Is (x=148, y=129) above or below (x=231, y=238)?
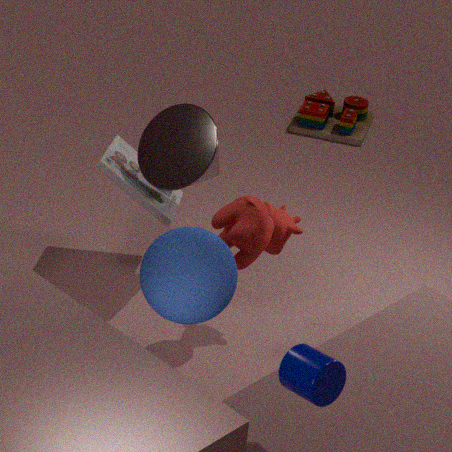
above
